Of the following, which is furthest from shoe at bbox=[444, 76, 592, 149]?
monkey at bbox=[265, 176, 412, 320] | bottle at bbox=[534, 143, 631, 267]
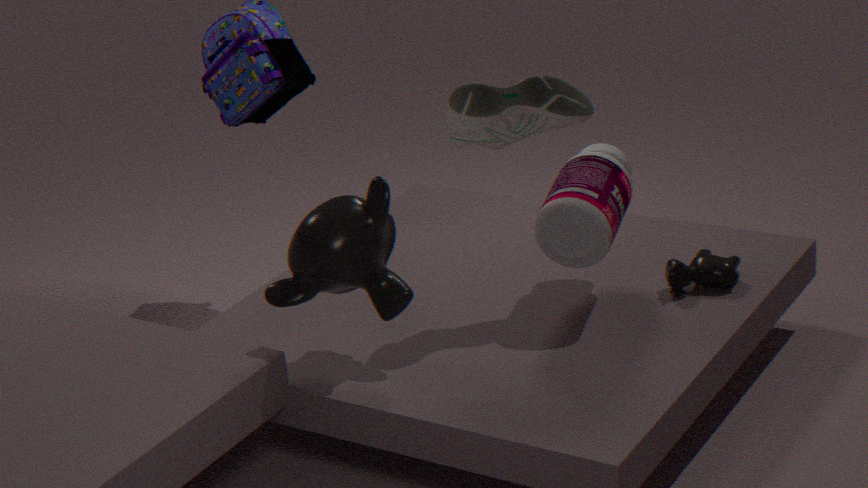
monkey at bbox=[265, 176, 412, 320]
